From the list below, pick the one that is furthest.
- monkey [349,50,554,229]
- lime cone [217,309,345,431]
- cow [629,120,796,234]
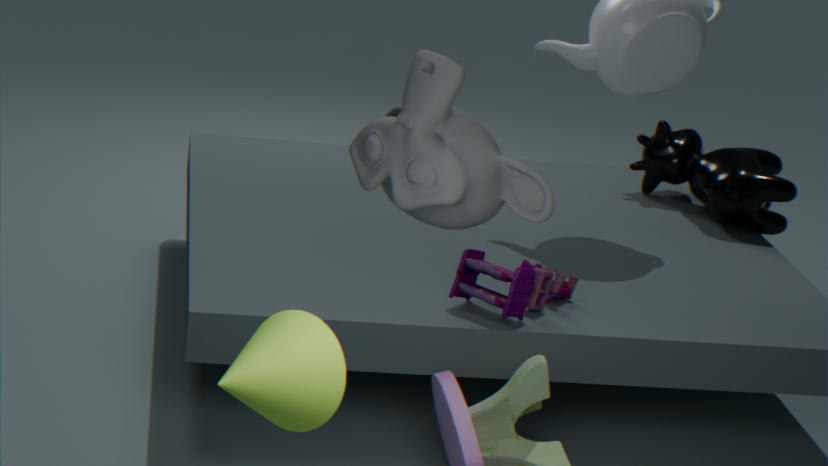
cow [629,120,796,234]
